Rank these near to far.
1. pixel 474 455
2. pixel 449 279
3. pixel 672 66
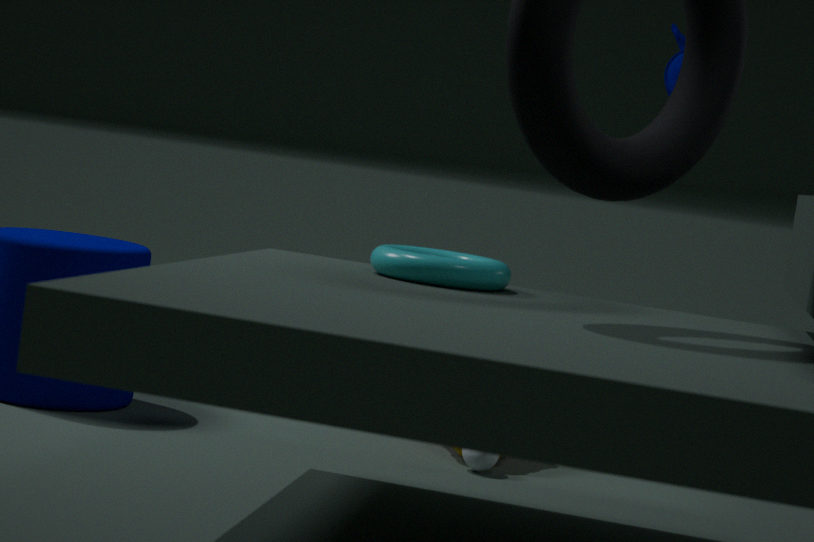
pixel 449 279, pixel 474 455, pixel 672 66
